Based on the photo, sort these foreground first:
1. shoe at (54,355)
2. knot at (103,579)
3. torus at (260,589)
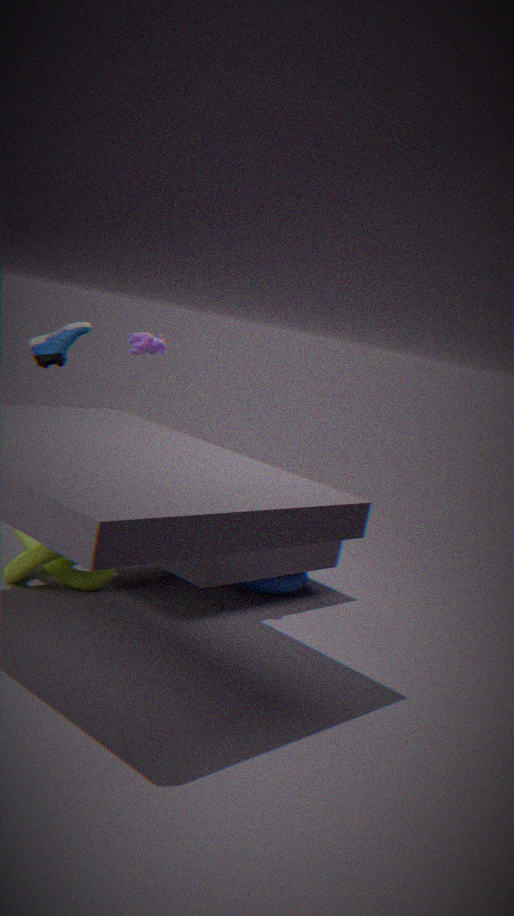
knot at (103,579), torus at (260,589), shoe at (54,355)
